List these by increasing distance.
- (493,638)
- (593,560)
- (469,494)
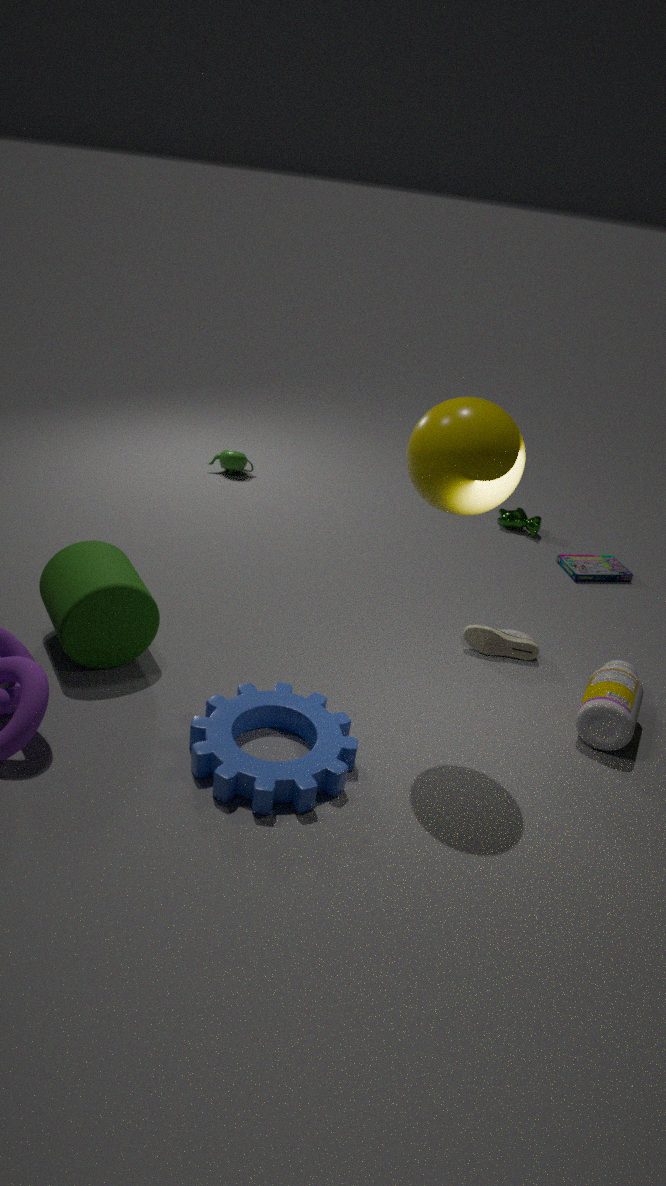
(469,494), (493,638), (593,560)
